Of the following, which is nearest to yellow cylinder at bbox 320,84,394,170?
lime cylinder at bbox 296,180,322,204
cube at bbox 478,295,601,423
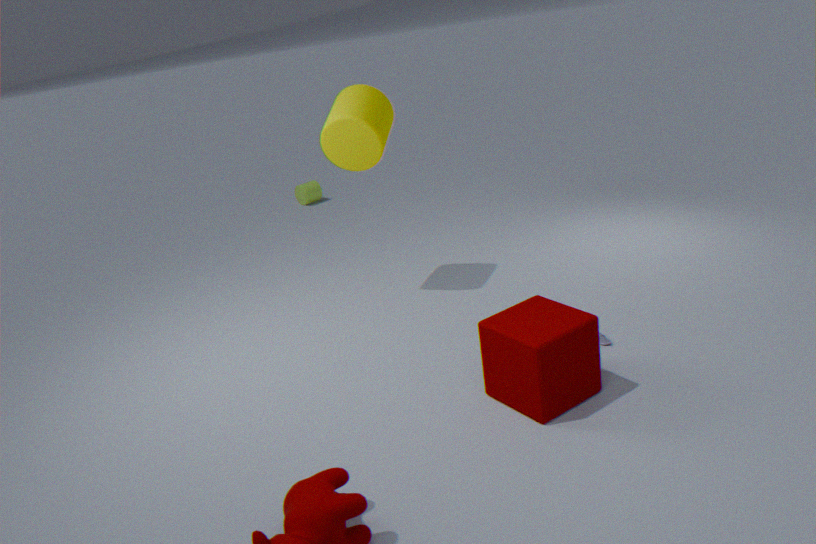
cube at bbox 478,295,601,423
